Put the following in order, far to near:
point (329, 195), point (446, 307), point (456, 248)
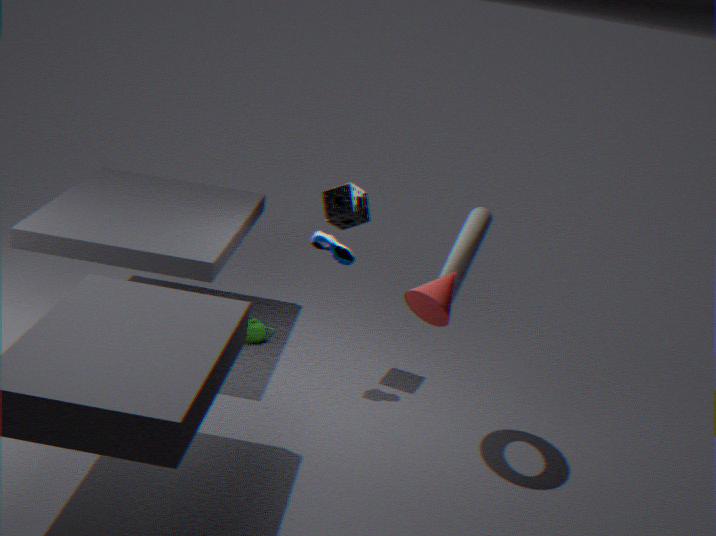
1. point (329, 195)
2. point (456, 248)
3. point (446, 307)
